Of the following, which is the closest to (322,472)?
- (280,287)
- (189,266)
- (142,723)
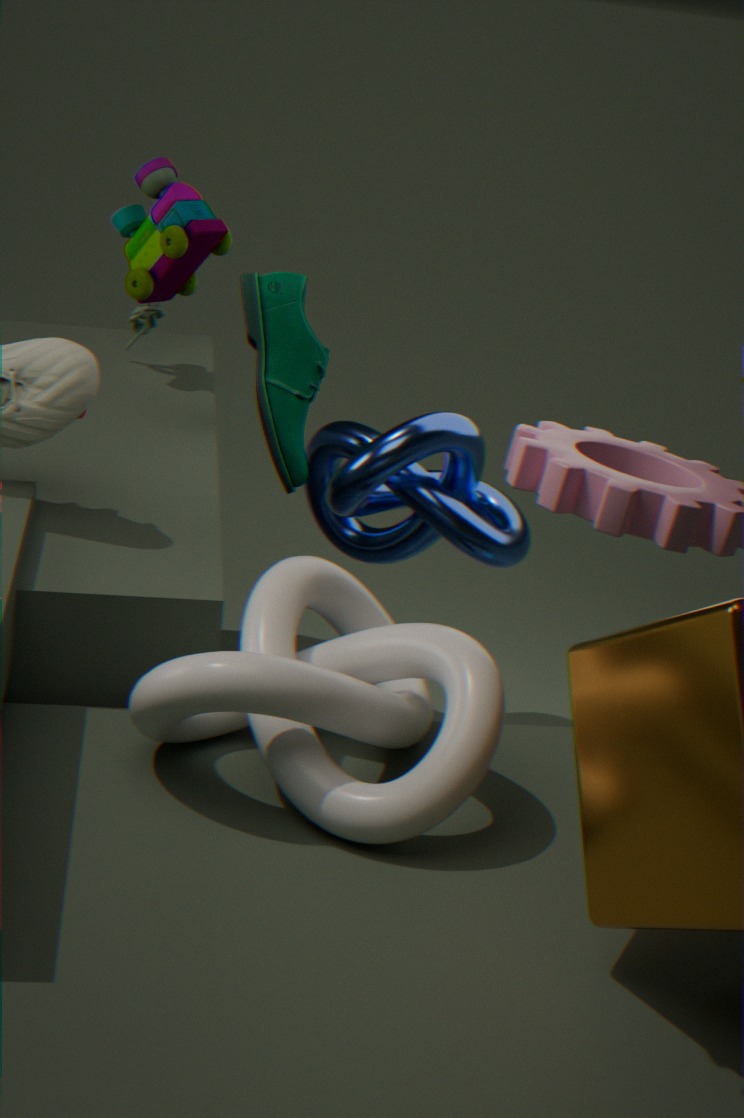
(280,287)
